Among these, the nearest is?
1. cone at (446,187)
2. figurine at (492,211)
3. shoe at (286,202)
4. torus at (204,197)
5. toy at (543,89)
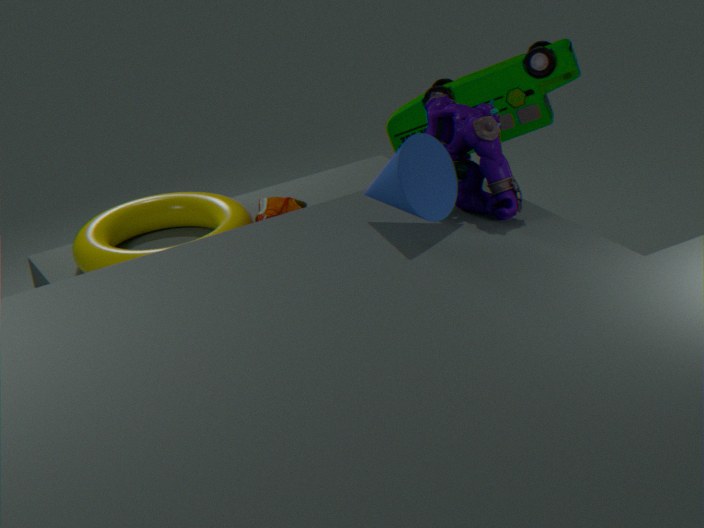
cone at (446,187)
